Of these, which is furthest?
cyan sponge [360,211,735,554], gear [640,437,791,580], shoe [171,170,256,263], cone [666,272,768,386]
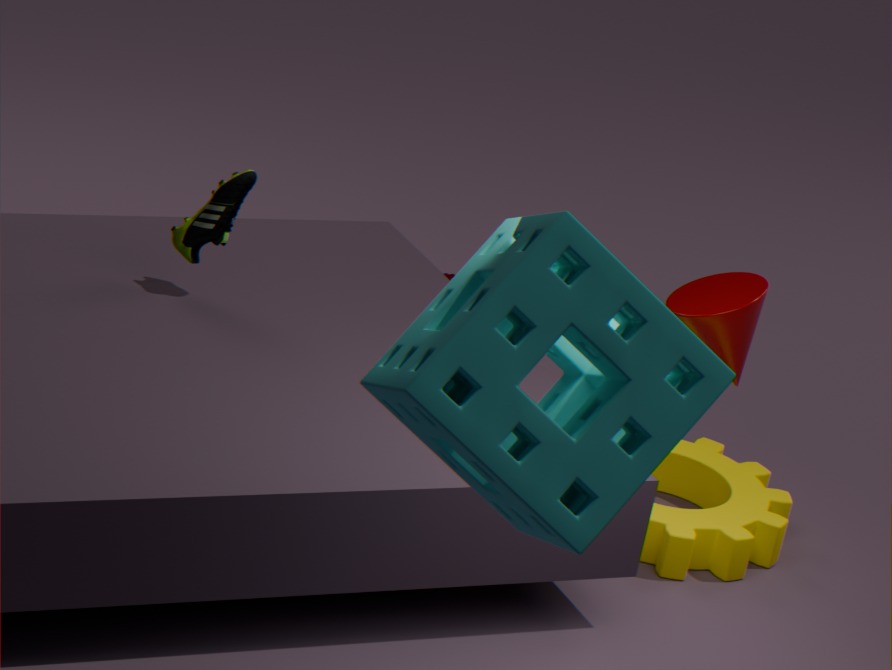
cone [666,272,768,386]
